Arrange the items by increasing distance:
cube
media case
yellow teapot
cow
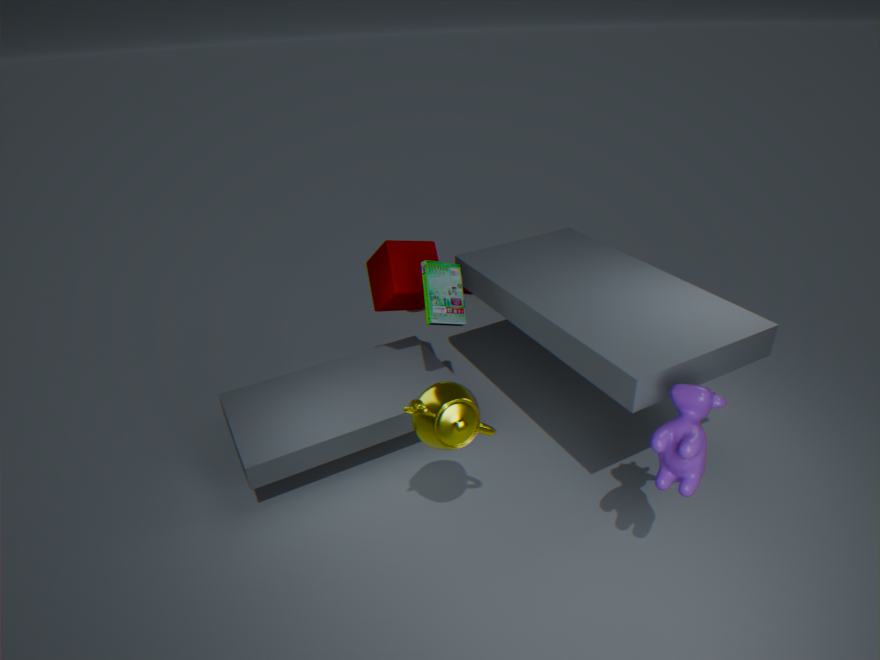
cow
yellow teapot
media case
cube
